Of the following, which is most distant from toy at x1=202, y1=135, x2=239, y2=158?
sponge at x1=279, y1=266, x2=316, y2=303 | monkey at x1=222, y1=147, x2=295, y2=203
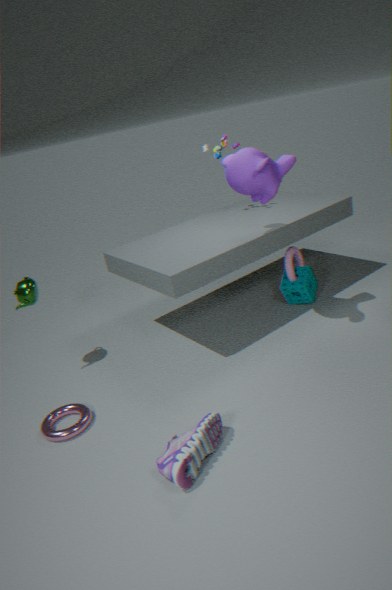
sponge at x1=279, y1=266, x2=316, y2=303
